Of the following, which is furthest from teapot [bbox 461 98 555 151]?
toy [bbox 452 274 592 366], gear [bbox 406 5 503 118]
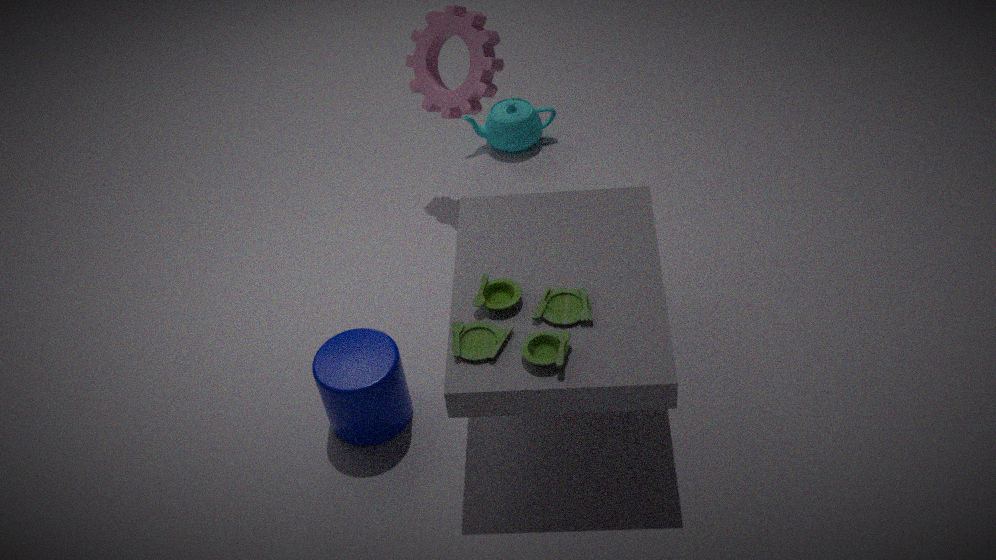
toy [bbox 452 274 592 366]
